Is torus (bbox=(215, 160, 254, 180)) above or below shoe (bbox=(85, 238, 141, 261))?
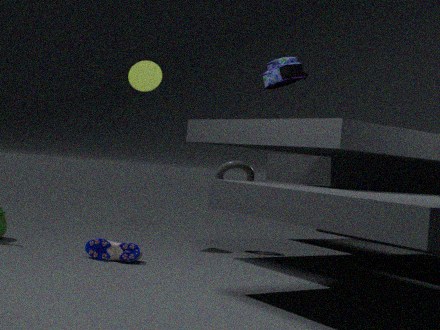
above
